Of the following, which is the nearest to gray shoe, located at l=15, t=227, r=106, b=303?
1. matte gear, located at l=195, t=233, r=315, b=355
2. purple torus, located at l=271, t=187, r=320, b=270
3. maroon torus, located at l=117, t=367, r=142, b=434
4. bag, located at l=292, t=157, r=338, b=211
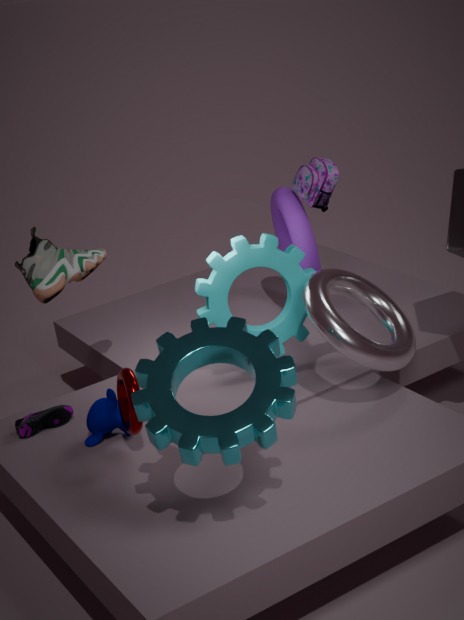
matte gear, located at l=195, t=233, r=315, b=355
